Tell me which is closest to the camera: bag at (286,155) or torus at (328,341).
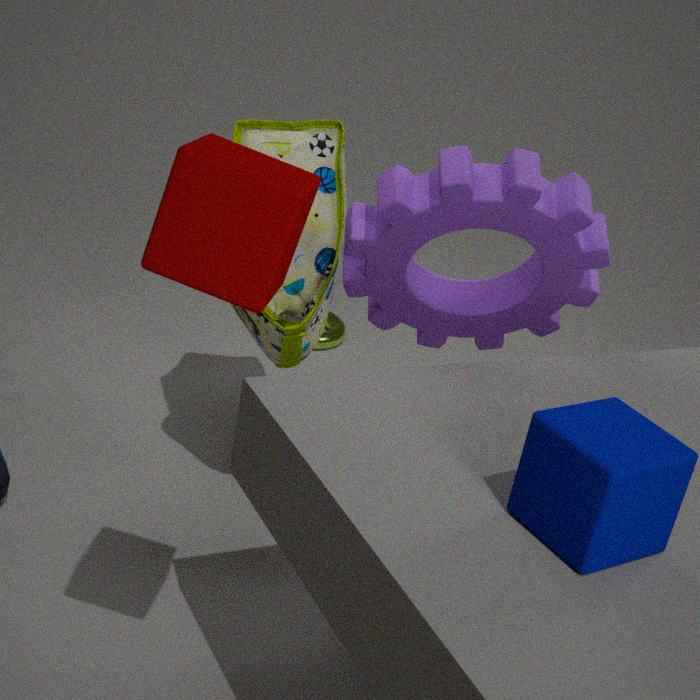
bag at (286,155)
